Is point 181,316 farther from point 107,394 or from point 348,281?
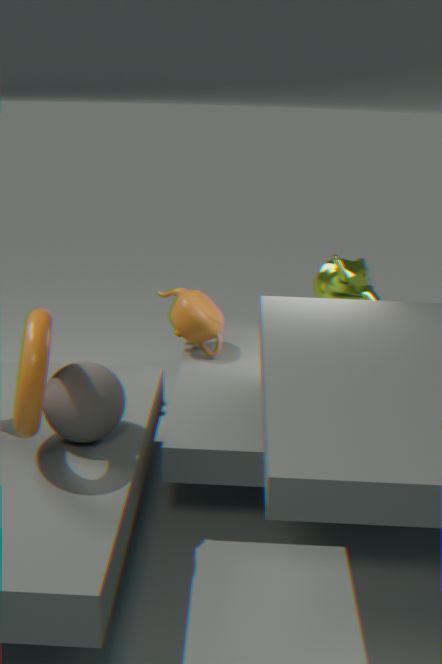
point 107,394
